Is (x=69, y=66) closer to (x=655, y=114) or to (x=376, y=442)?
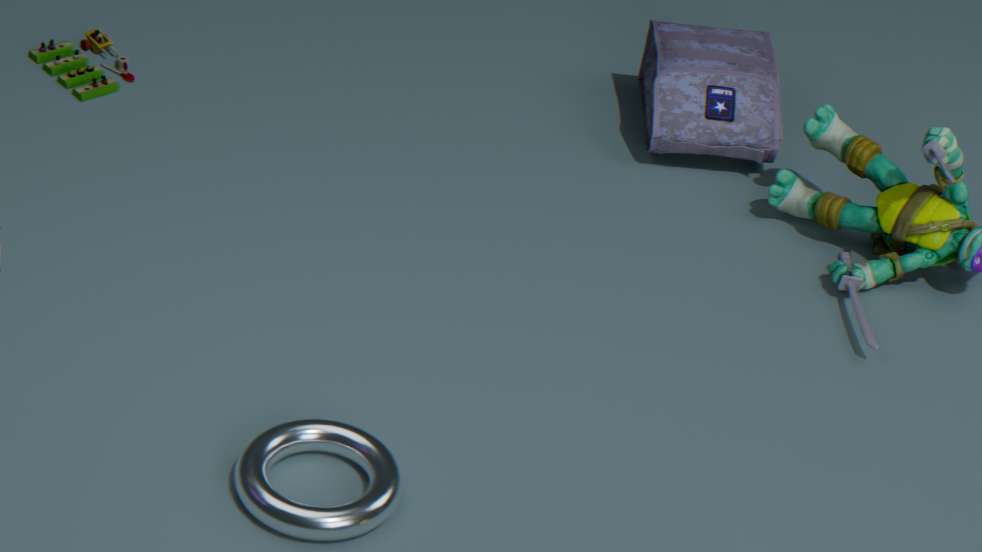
(x=655, y=114)
